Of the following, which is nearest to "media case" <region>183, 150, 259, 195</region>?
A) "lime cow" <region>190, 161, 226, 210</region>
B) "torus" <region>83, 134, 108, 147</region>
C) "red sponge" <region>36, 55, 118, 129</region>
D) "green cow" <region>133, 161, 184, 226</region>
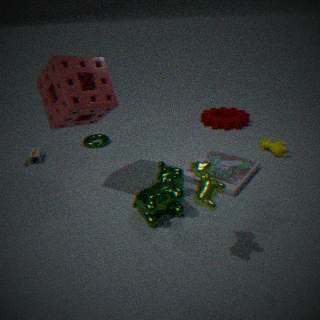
"green cow" <region>133, 161, 184, 226</region>
